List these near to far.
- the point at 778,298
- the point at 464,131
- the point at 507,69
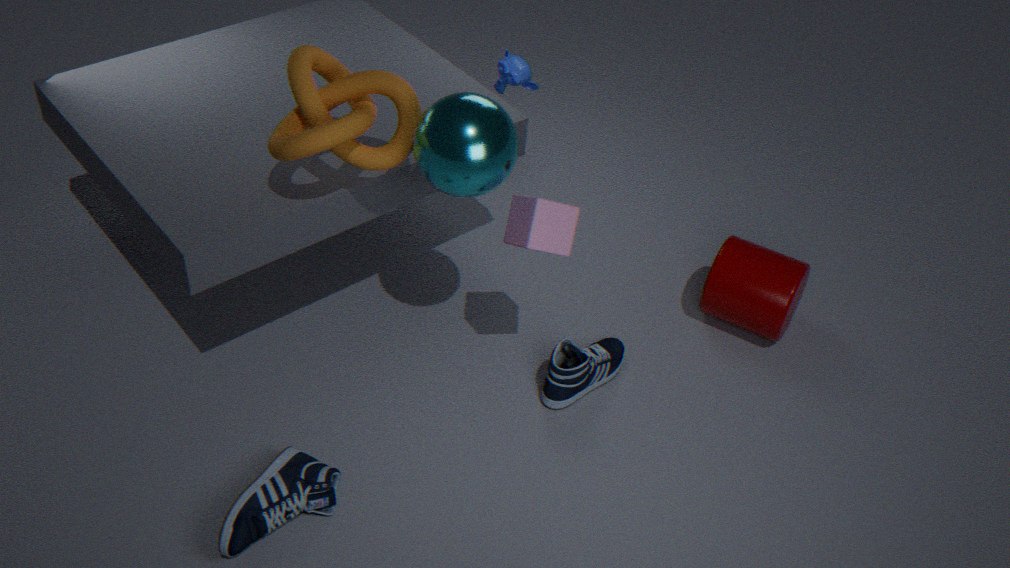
the point at 464,131 < the point at 778,298 < the point at 507,69
